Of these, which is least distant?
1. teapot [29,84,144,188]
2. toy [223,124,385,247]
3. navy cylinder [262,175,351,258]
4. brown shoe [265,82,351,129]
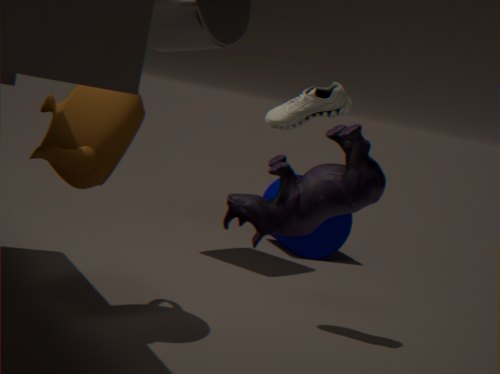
toy [223,124,385,247]
